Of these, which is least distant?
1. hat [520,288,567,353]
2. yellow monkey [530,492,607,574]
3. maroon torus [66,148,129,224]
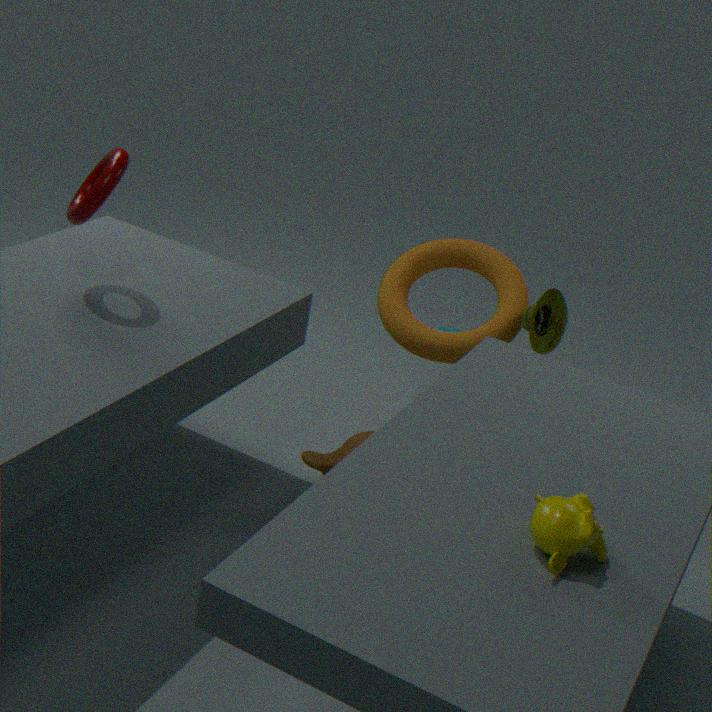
yellow monkey [530,492,607,574]
